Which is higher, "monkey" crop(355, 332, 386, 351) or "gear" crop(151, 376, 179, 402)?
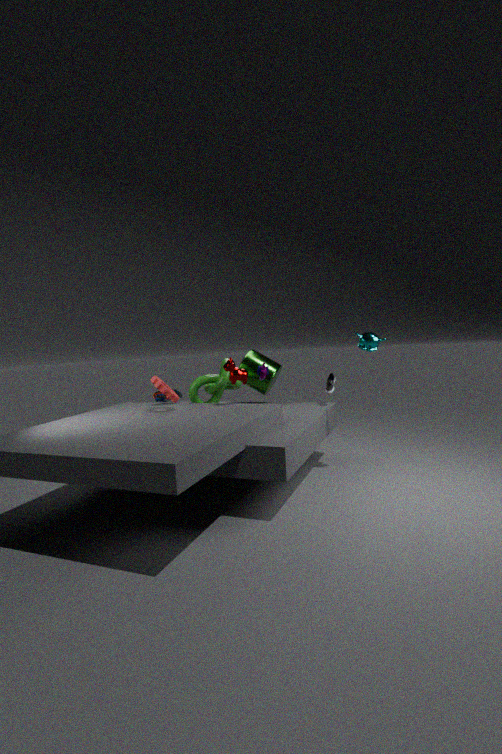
"monkey" crop(355, 332, 386, 351)
